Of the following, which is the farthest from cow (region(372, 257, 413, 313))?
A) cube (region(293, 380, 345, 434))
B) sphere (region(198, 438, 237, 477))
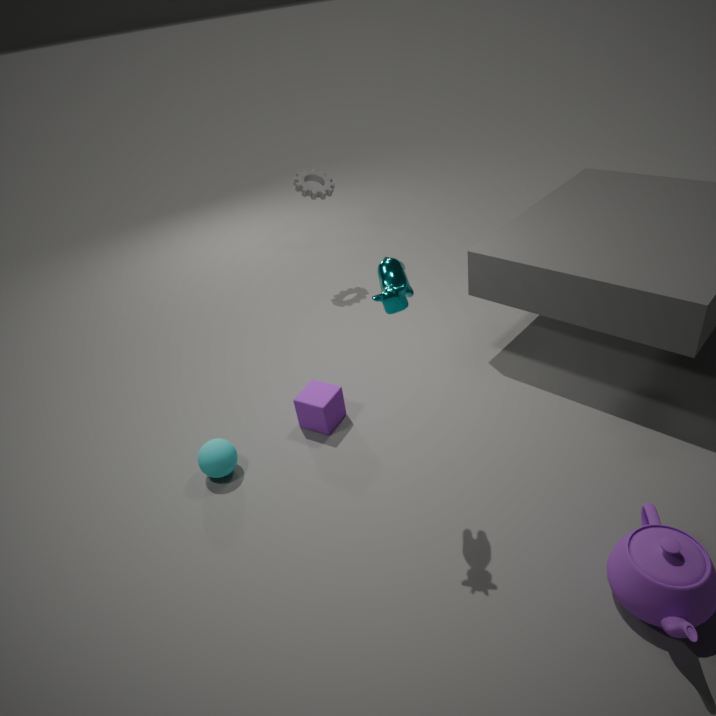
sphere (region(198, 438, 237, 477))
